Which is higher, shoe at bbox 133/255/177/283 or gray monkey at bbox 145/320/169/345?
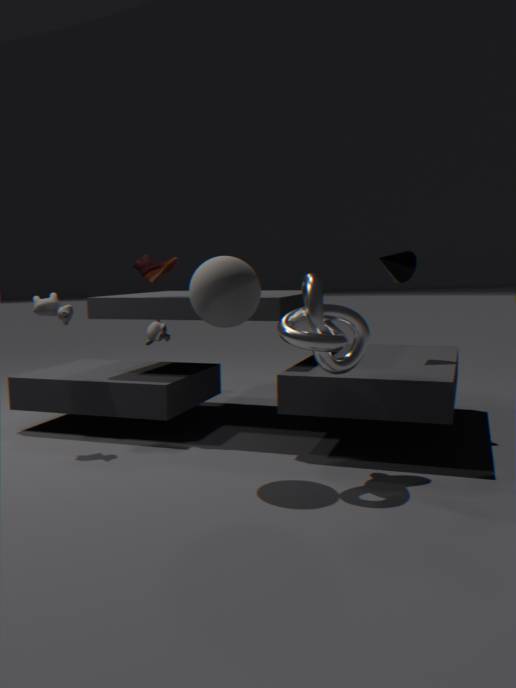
shoe at bbox 133/255/177/283
